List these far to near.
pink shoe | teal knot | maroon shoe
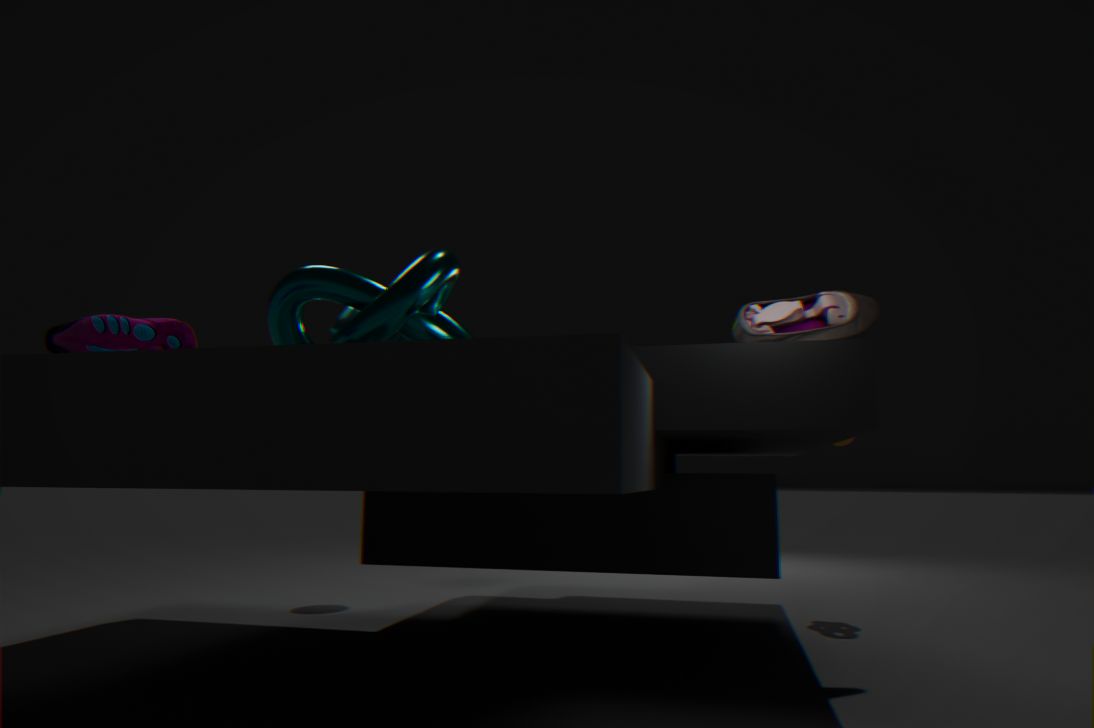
pink shoe → teal knot → maroon shoe
